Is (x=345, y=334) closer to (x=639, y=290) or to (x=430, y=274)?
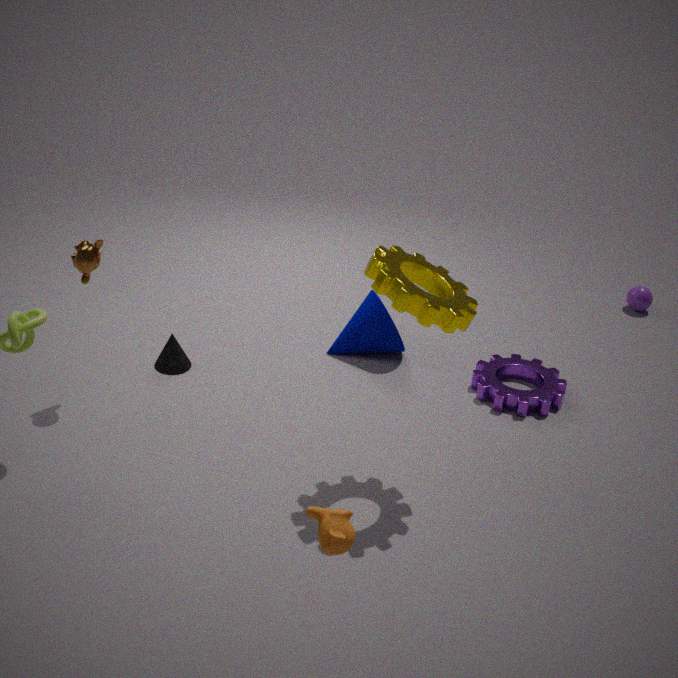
A: (x=430, y=274)
